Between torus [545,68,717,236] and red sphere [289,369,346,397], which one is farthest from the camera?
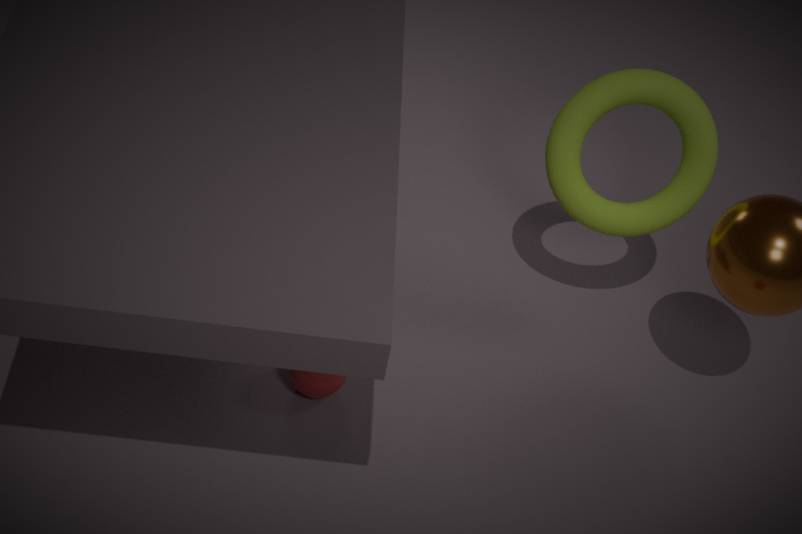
torus [545,68,717,236]
